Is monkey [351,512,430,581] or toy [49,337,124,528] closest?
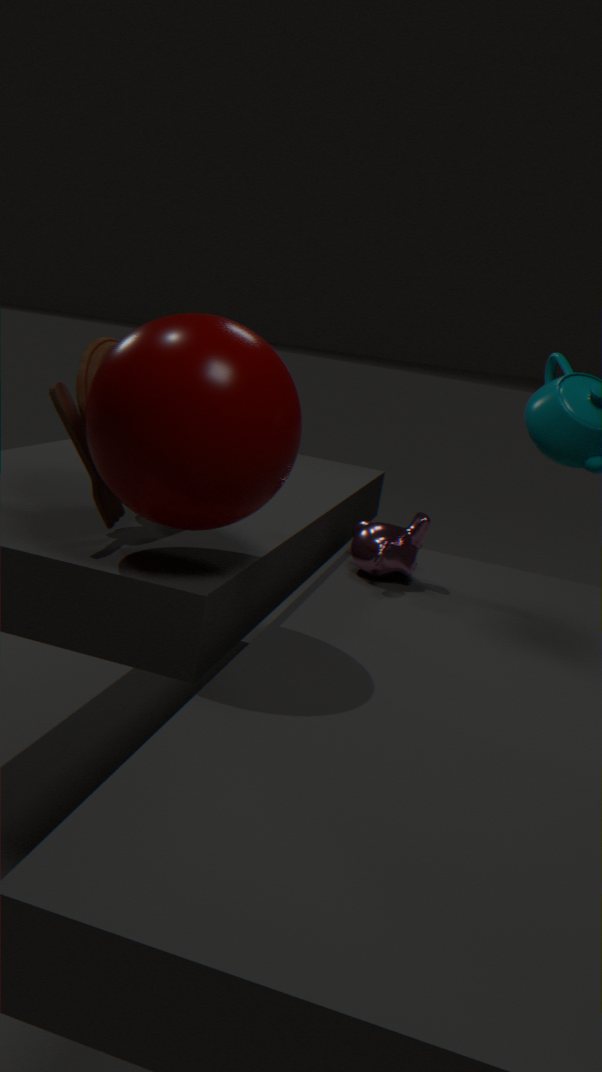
toy [49,337,124,528]
